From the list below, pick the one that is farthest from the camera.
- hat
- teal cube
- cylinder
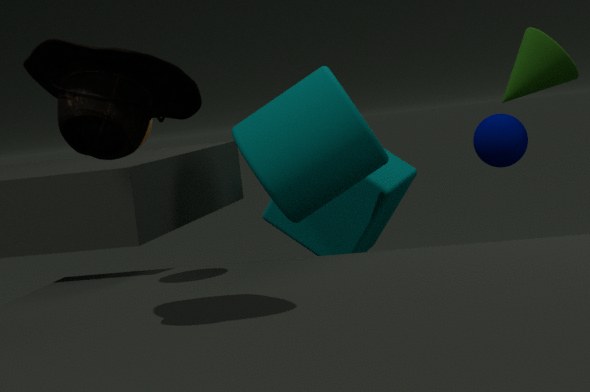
teal cube
